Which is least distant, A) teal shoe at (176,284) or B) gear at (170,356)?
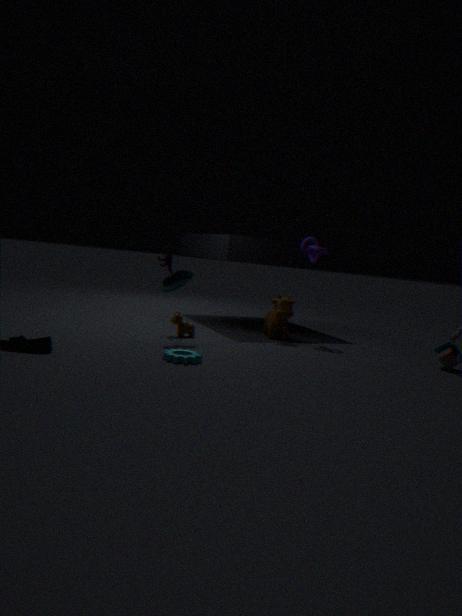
B. gear at (170,356)
